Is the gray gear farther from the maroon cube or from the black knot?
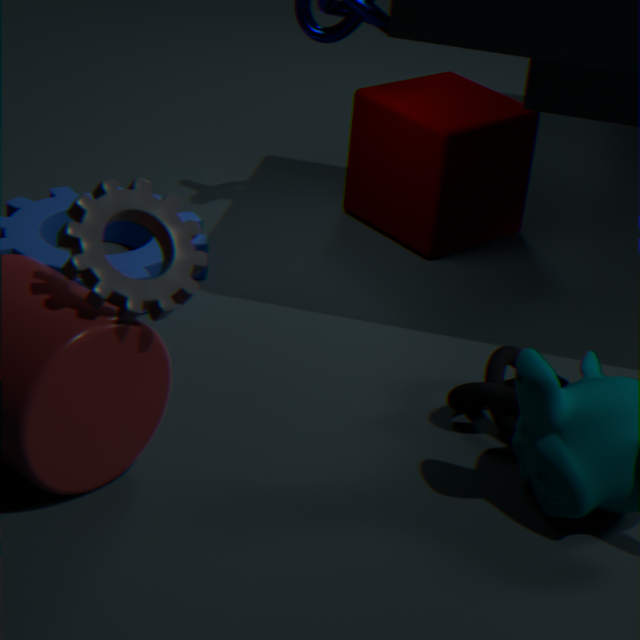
the maroon cube
